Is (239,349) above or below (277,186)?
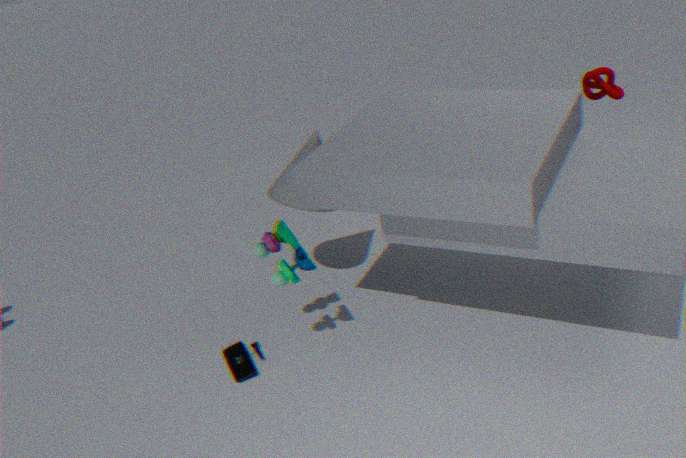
below
